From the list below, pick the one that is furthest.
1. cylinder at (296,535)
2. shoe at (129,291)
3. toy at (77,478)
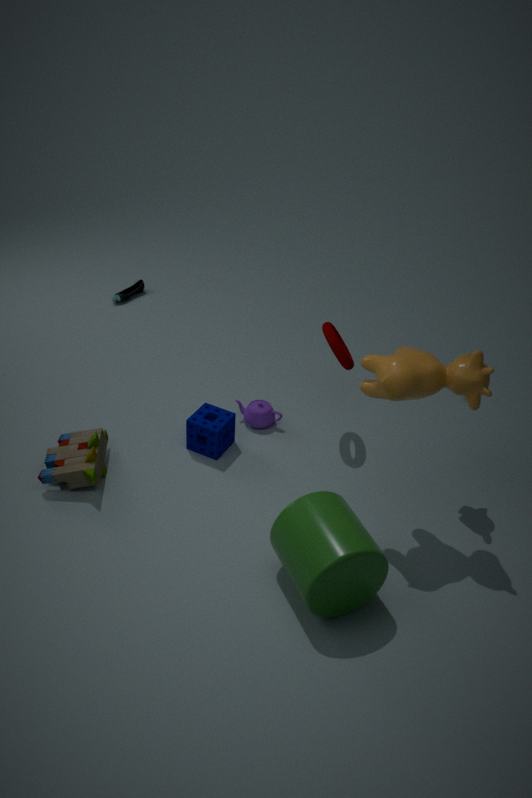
shoe at (129,291)
